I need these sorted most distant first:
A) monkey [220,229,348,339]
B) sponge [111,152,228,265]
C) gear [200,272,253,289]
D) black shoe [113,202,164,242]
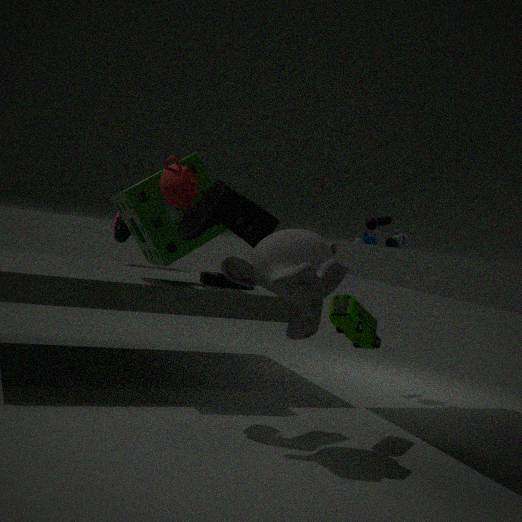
black shoe [113,202,164,242]
gear [200,272,253,289]
sponge [111,152,228,265]
monkey [220,229,348,339]
